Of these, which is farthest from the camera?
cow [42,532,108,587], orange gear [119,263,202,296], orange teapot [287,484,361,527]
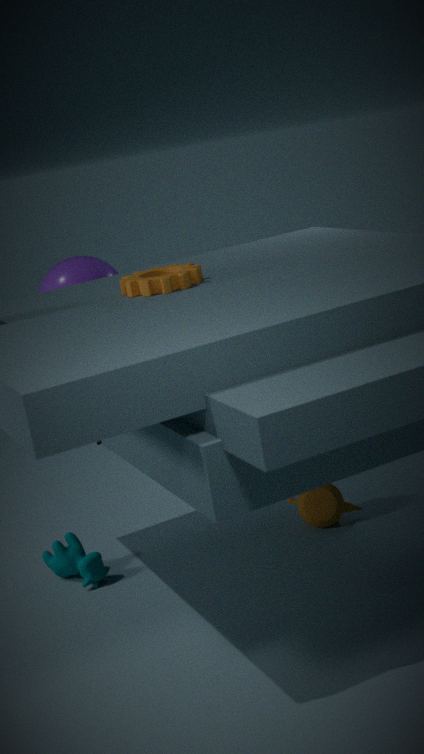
orange teapot [287,484,361,527]
